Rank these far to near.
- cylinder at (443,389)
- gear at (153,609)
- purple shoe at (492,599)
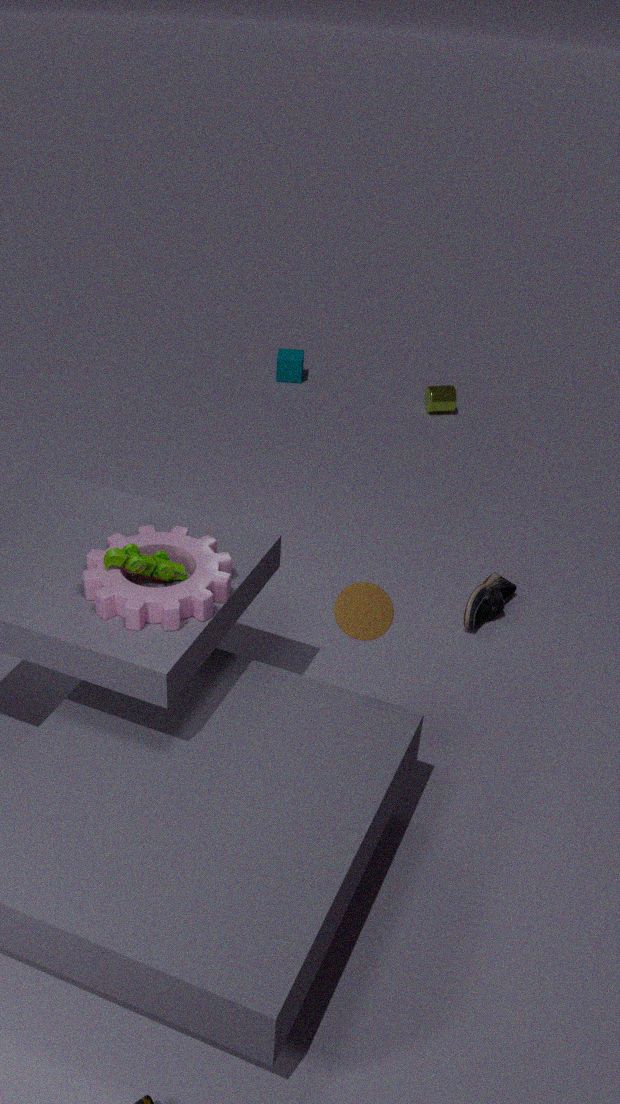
1. cylinder at (443,389)
2. purple shoe at (492,599)
3. gear at (153,609)
